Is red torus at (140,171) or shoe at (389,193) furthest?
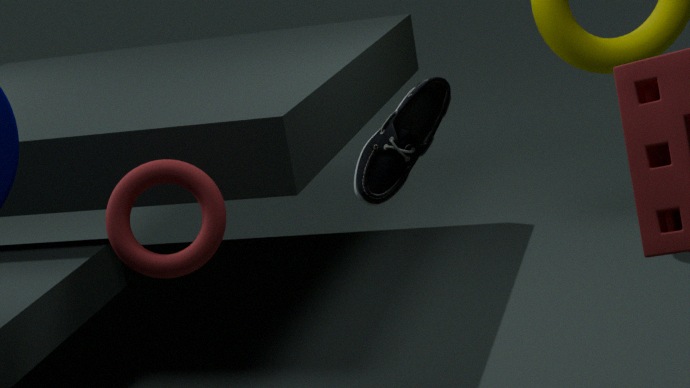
red torus at (140,171)
